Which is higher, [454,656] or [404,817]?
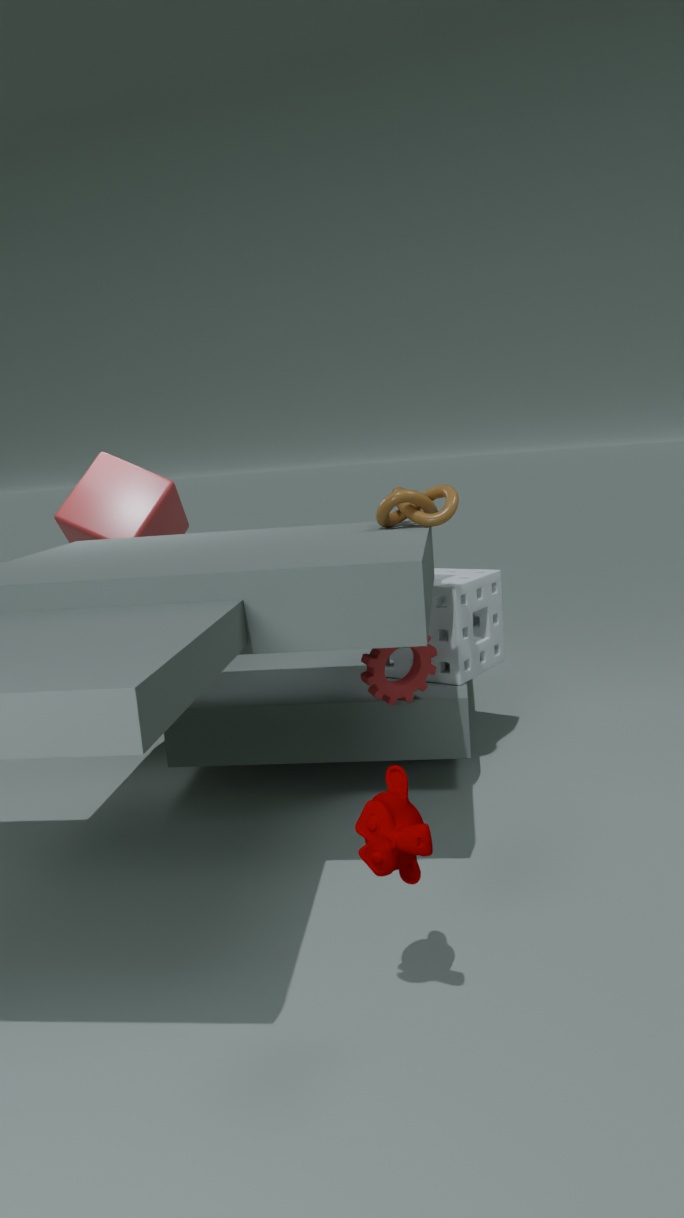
[454,656]
